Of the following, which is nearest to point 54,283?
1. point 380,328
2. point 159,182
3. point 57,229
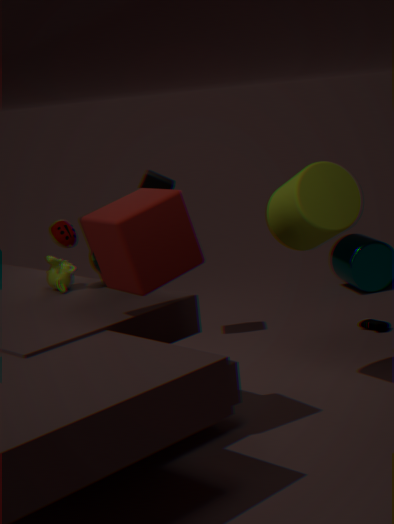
point 57,229
